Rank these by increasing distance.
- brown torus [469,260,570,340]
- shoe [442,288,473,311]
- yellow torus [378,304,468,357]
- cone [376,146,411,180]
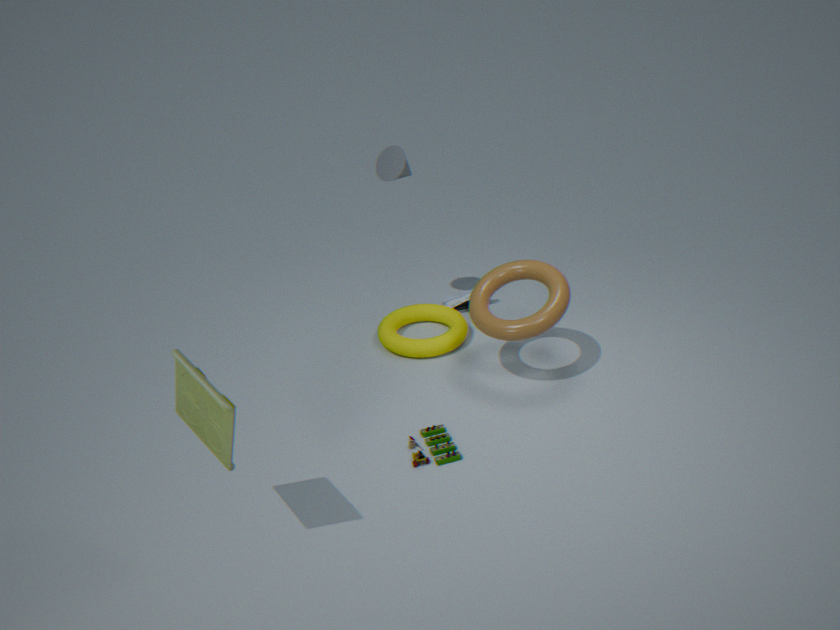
brown torus [469,260,570,340] → yellow torus [378,304,468,357] → cone [376,146,411,180] → shoe [442,288,473,311]
